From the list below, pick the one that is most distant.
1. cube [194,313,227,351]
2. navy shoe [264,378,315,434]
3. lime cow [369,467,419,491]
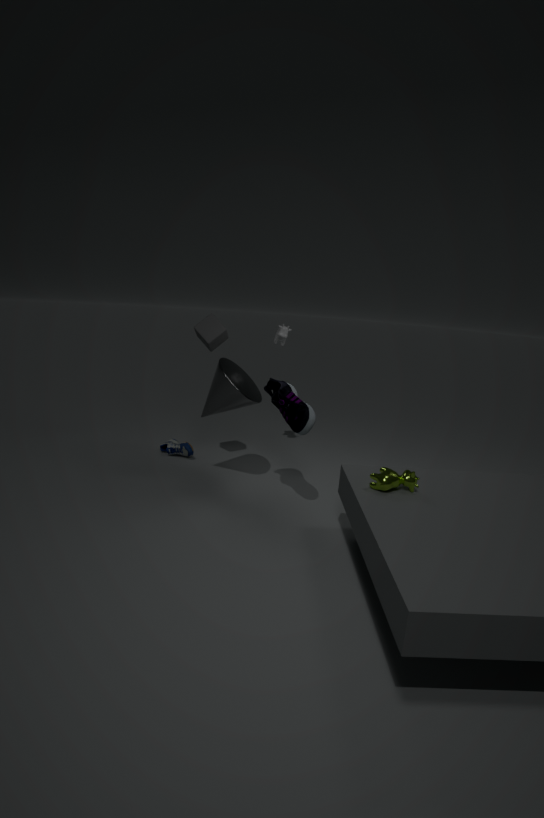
cube [194,313,227,351]
